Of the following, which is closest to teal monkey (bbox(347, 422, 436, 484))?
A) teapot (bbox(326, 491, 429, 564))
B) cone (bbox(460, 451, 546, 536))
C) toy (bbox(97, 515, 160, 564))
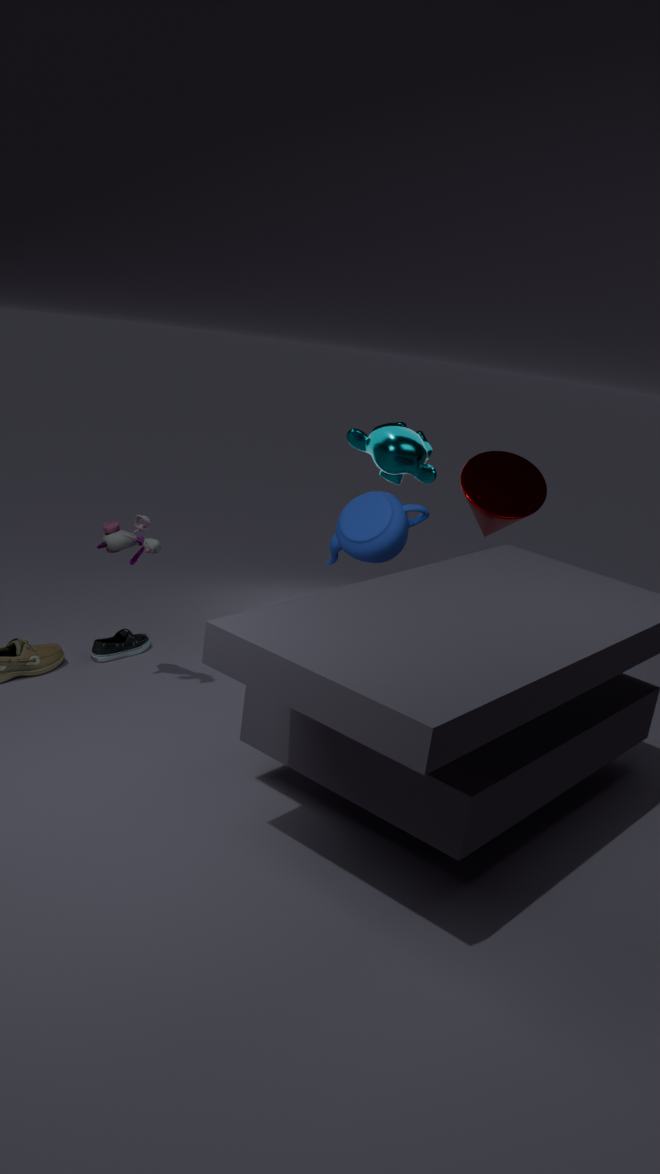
cone (bbox(460, 451, 546, 536))
